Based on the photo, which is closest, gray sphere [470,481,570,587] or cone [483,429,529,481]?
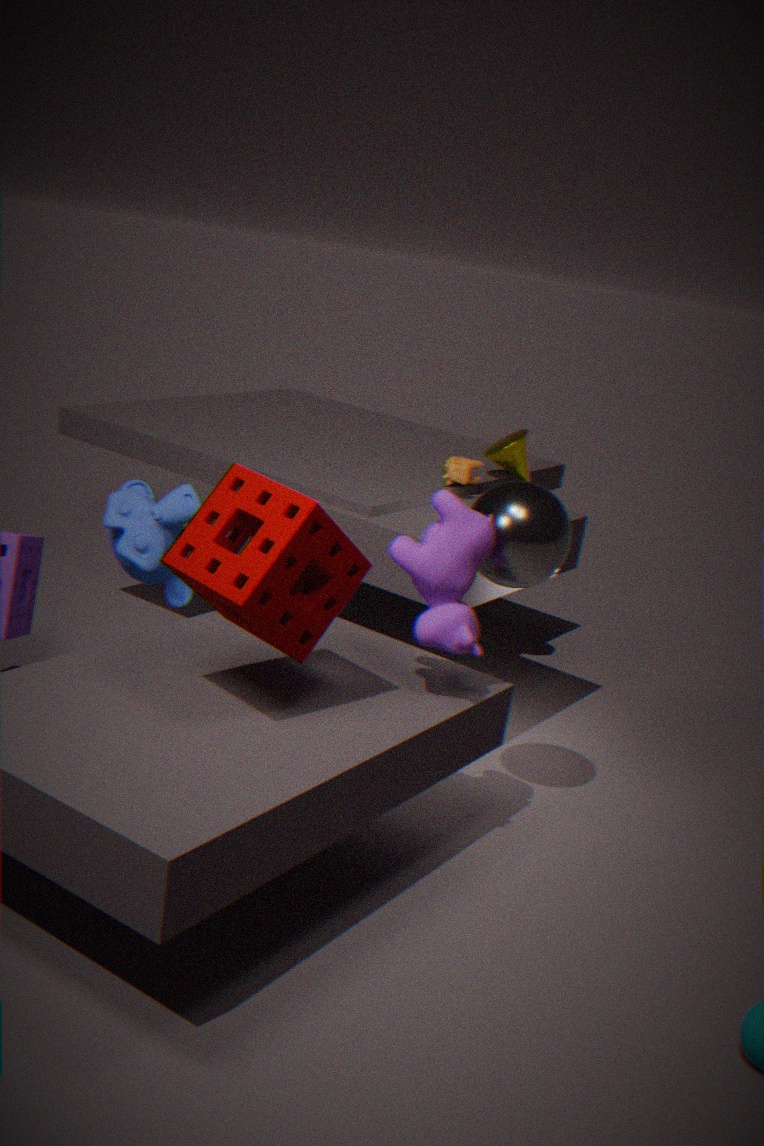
gray sphere [470,481,570,587]
